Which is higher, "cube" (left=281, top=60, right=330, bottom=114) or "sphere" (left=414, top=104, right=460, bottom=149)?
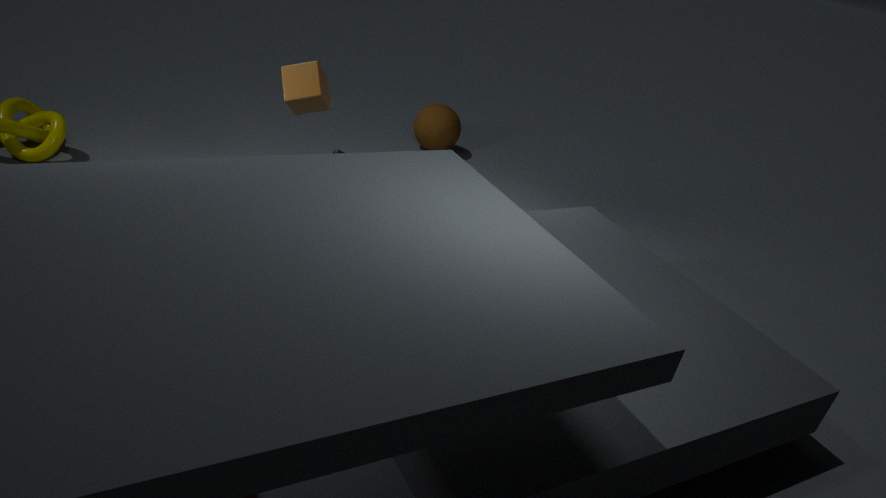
"cube" (left=281, top=60, right=330, bottom=114)
